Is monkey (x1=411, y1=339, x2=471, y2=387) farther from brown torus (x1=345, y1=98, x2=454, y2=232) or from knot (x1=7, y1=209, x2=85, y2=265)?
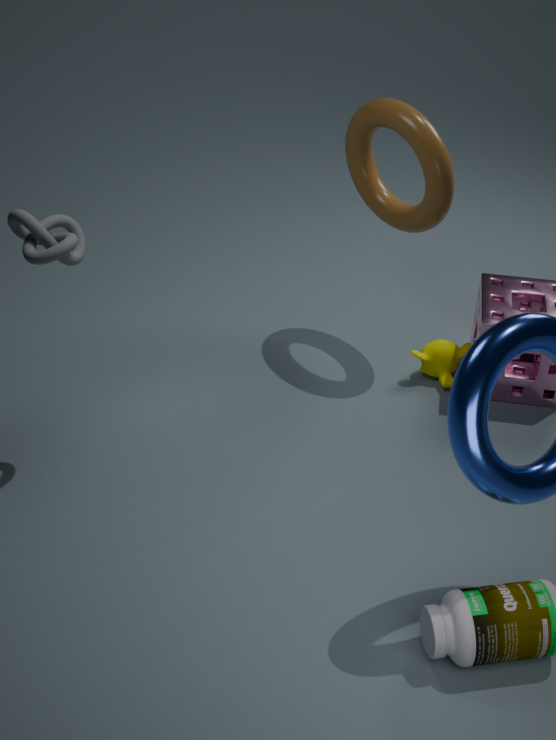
knot (x1=7, y1=209, x2=85, y2=265)
